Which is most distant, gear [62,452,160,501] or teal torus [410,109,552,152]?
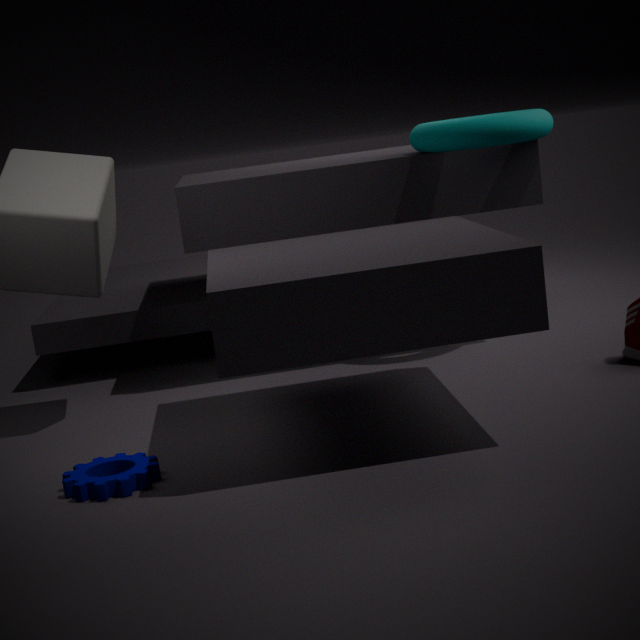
teal torus [410,109,552,152]
